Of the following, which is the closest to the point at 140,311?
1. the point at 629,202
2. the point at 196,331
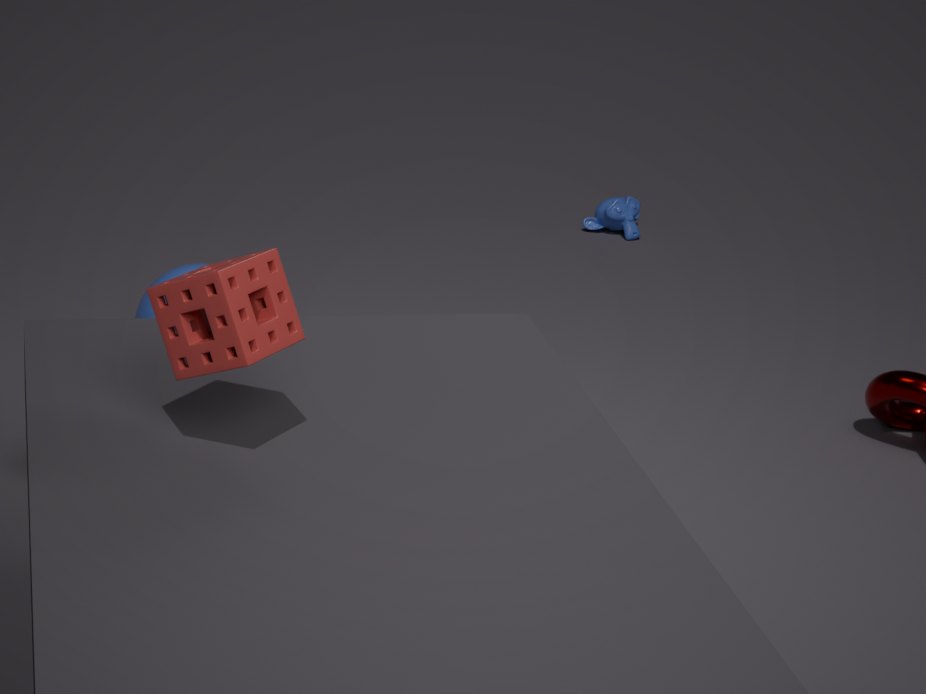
the point at 196,331
